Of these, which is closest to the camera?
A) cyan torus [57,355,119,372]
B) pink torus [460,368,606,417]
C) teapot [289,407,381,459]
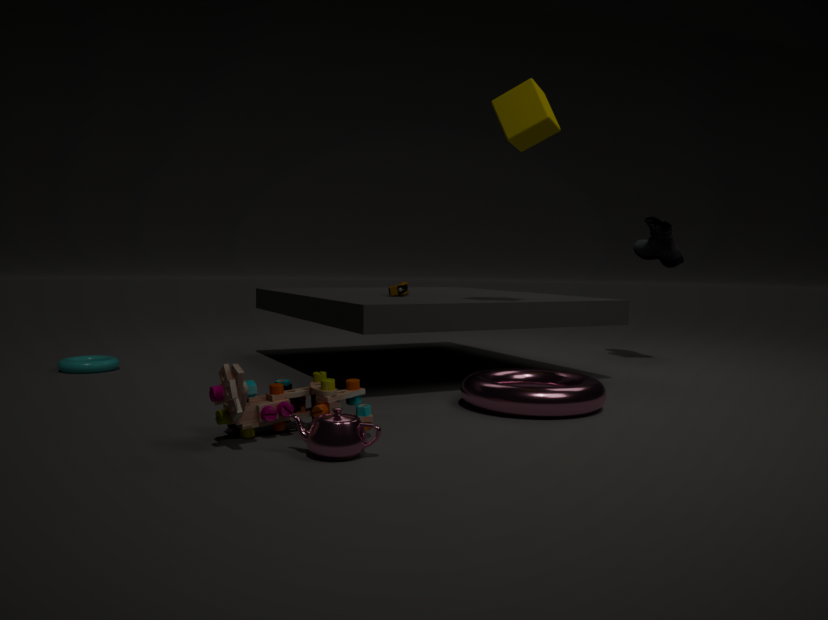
teapot [289,407,381,459]
